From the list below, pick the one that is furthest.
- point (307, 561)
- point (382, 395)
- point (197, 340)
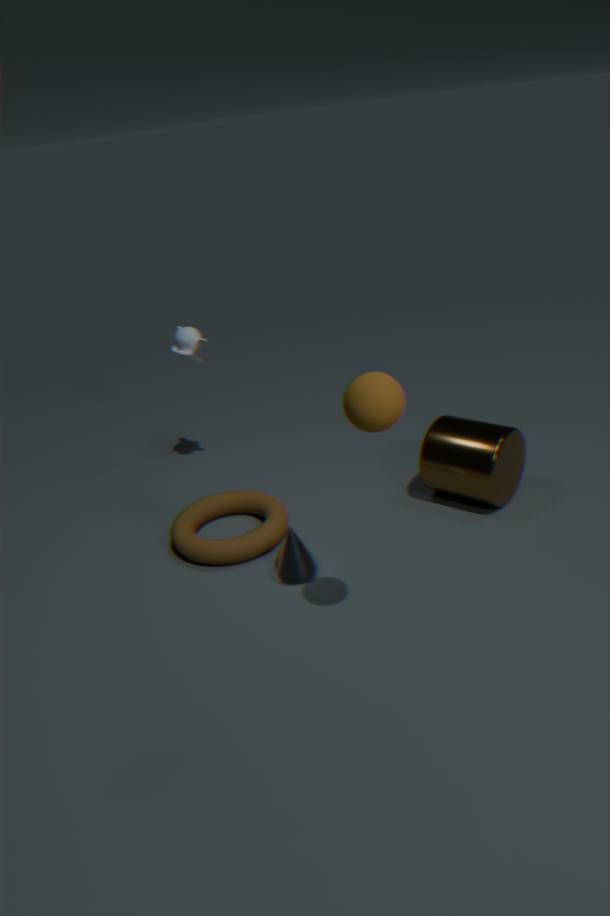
point (197, 340)
